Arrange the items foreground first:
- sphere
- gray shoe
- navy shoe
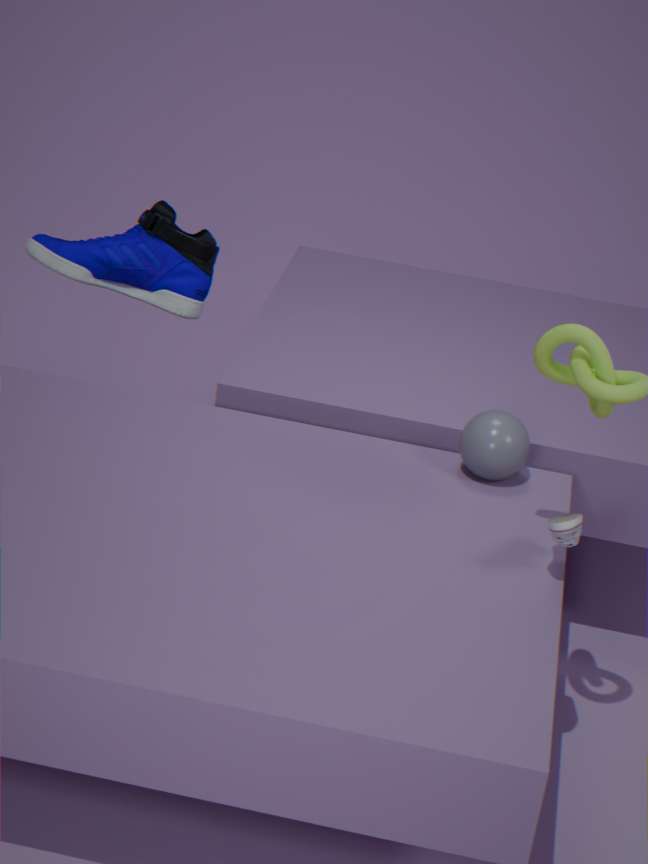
1. gray shoe
2. sphere
3. navy shoe
